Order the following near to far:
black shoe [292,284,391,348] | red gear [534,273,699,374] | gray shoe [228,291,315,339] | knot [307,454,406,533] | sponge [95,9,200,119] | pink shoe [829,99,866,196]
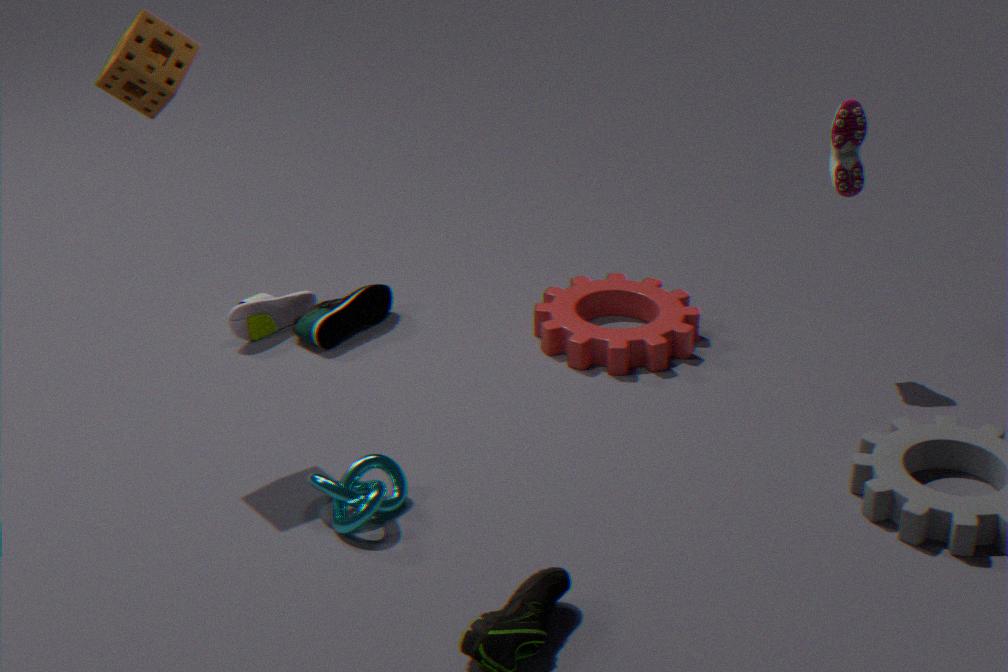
knot [307,454,406,533]
sponge [95,9,200,119]
pink shoe [829,99,866,196]
red gear [534,273,699,374]
black shoe [292,284,391,348]
gray shoe [228,291,315,339]
